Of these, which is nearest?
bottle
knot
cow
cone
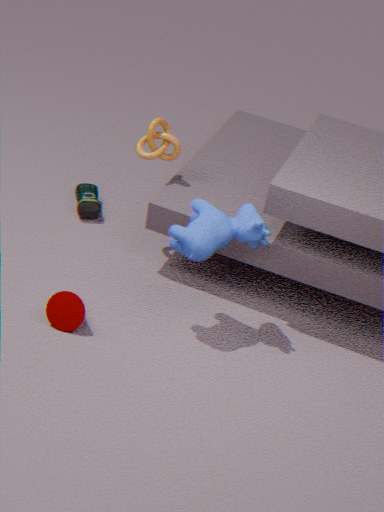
cow
